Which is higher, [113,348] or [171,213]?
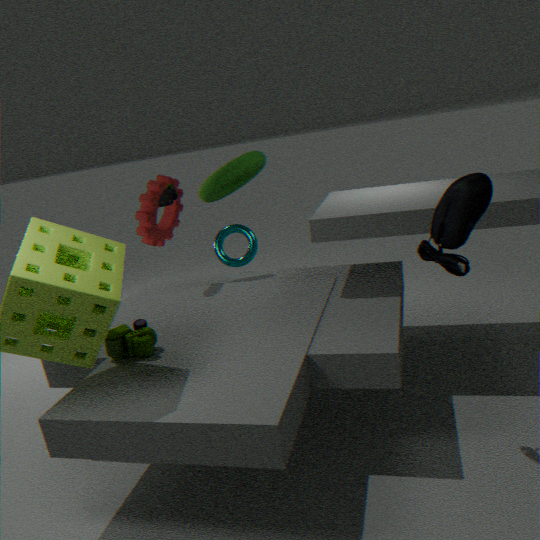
[171,213]
